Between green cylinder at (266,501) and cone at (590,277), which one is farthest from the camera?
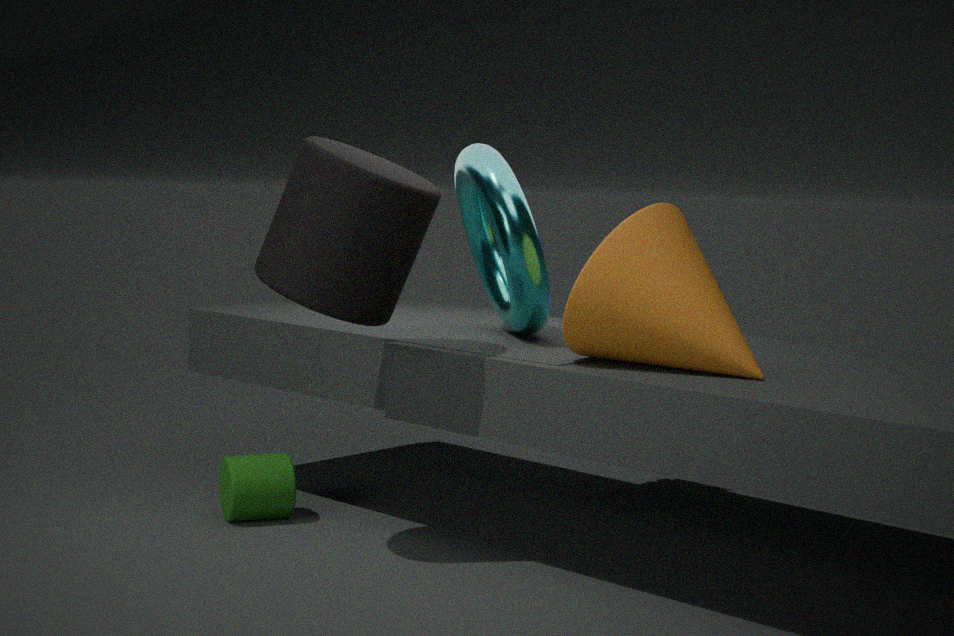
green cylinder at (266,501)
